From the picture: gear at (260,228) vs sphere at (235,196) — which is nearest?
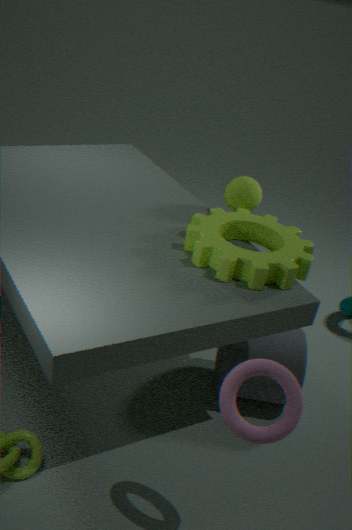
gear at (260,228)
